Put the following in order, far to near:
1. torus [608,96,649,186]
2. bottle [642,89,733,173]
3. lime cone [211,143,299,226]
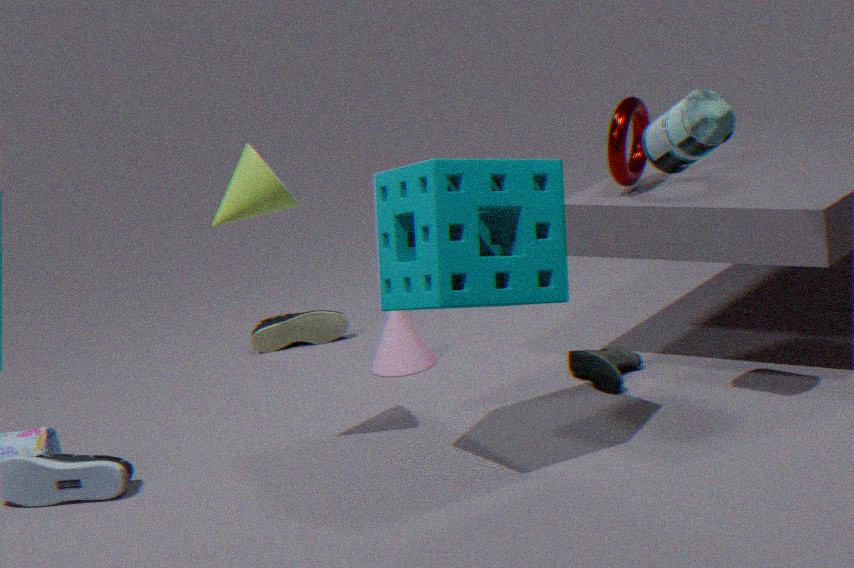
torus [608,96,649,186], lime cone [211,143,299,226], bottle [642,89,733,173]
